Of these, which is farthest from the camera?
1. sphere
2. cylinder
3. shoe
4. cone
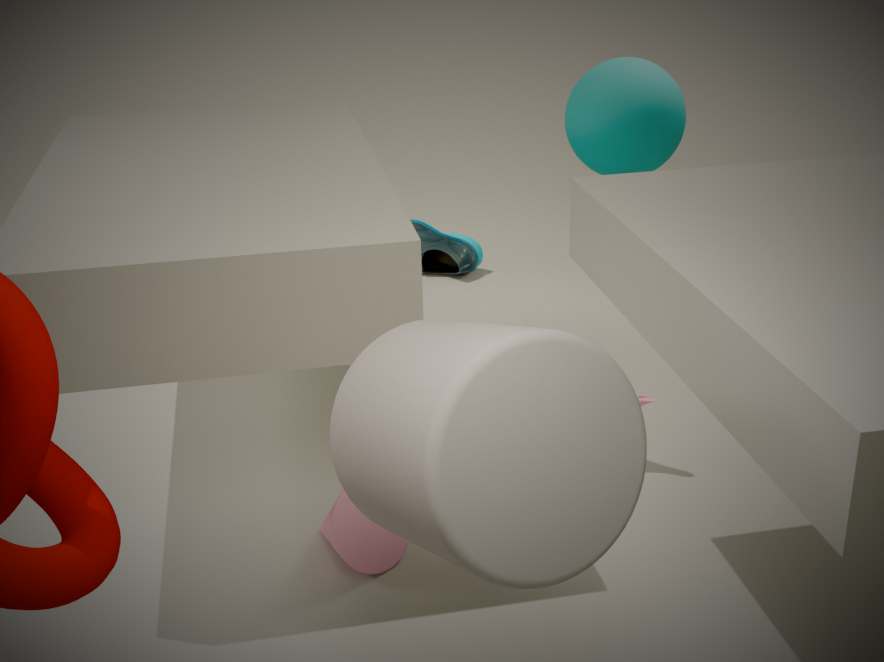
shoe
